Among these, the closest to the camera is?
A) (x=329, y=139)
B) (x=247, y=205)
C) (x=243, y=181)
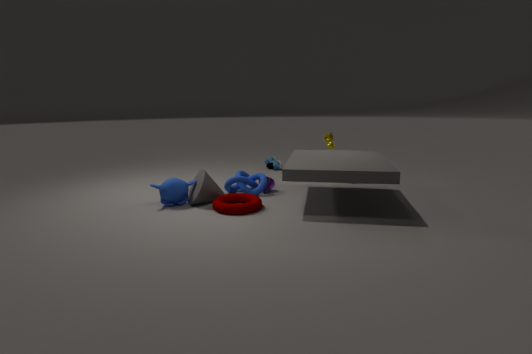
(x=247, y=205)
